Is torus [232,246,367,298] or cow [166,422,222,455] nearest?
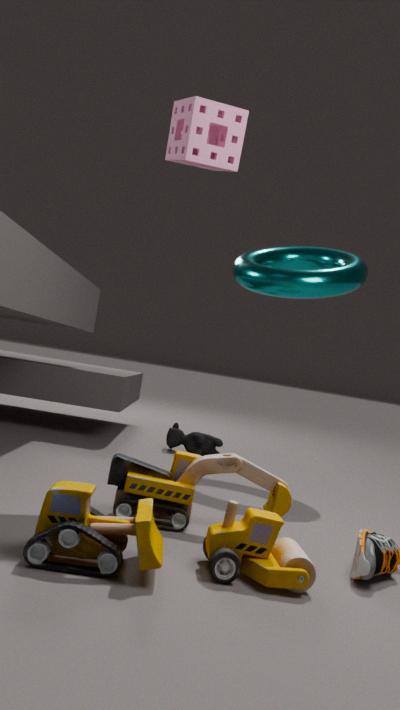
torus [232,246,367,298]
